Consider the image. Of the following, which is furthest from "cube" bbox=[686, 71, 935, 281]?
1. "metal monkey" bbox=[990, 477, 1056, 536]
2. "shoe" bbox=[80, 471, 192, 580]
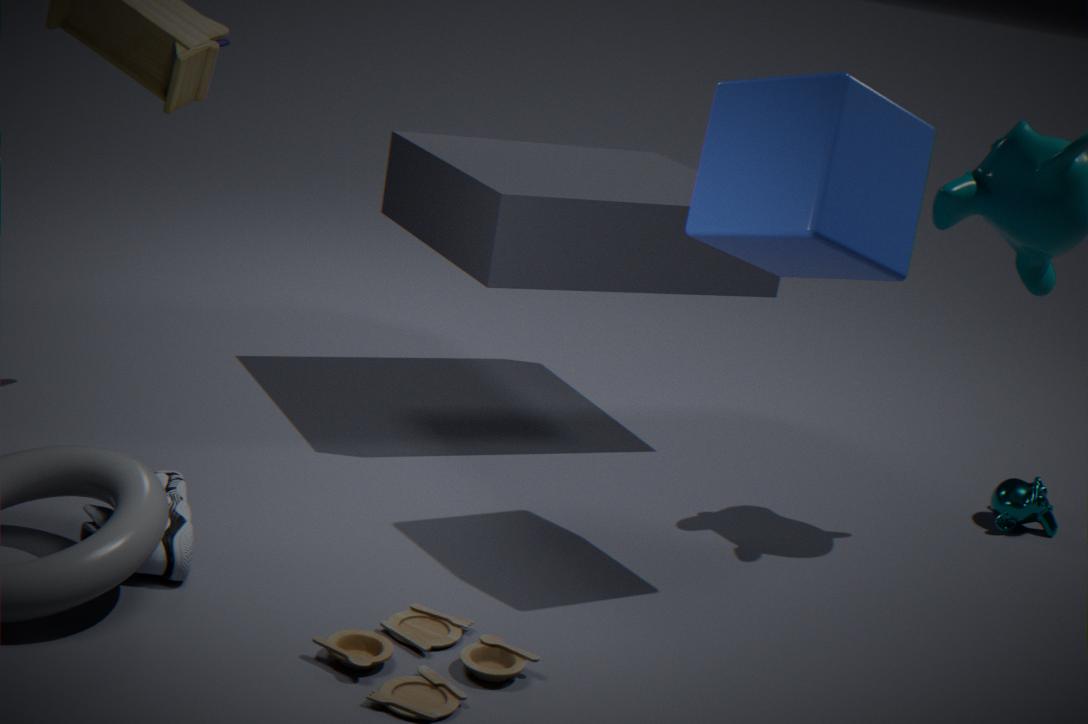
"shoe" bbox=[80, 471, 192, 580]
